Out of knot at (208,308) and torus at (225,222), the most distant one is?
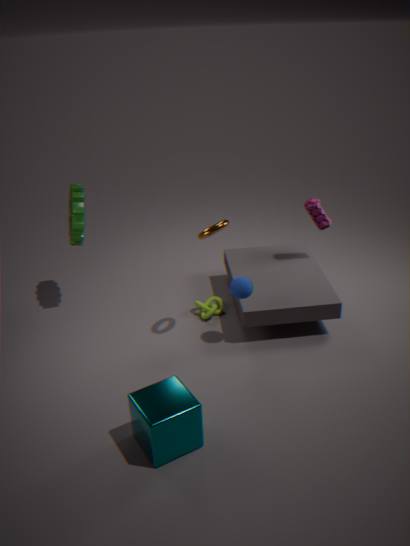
knot at (208,308)
